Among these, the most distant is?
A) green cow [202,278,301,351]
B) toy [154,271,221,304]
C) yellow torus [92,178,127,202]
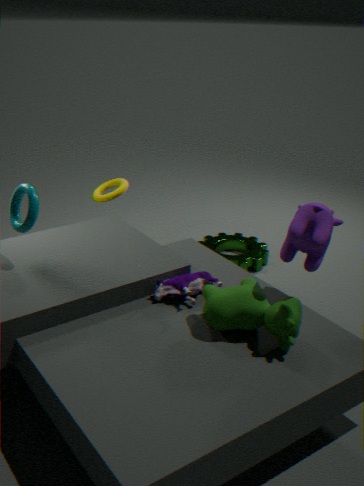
yellow torus [92,178,127,202]
